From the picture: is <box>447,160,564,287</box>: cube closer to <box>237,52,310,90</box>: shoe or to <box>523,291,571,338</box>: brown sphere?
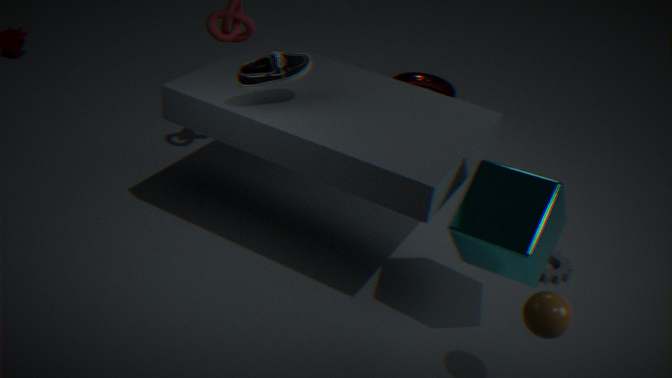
<box>523,291,571,338</box>: brown sphere
